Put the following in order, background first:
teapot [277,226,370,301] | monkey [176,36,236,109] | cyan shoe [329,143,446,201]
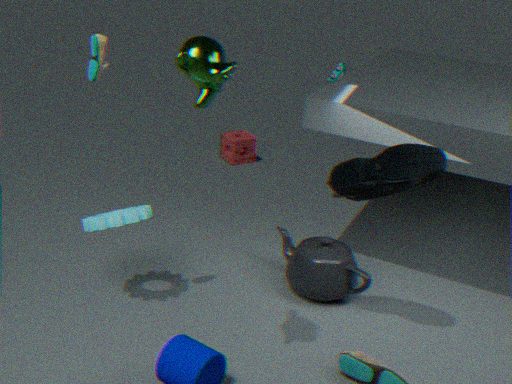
teapot [277,226,370,301] → cyan shoe [329,143,446,201] → monkey [176,36,236,109]
